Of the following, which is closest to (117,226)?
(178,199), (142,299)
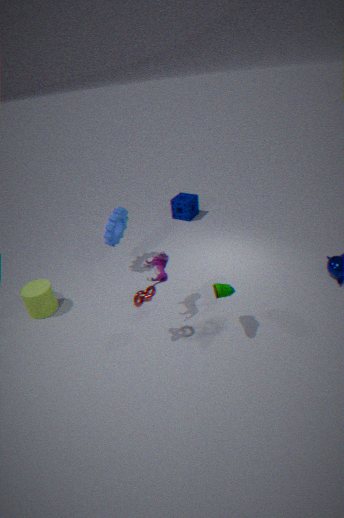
(142,299)
